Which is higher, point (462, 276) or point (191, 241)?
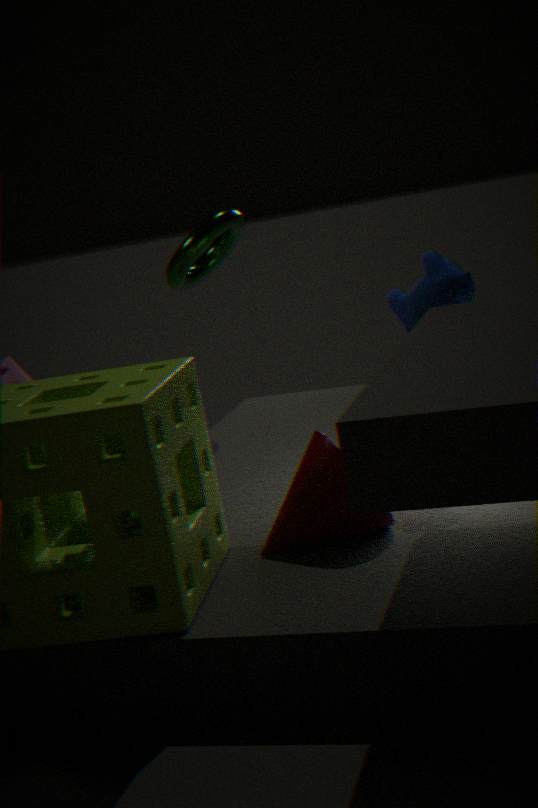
point (191, 241)
